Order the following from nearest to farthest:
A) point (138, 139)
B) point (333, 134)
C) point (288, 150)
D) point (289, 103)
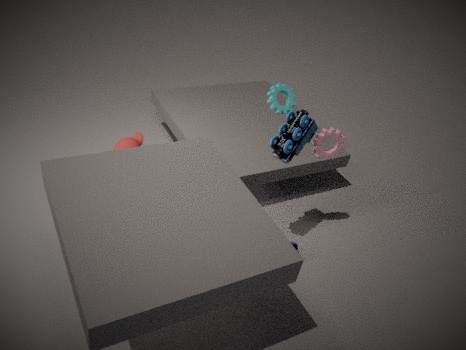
C. point (288, 150) → B. point (333, 134) → D. point (289, 103) → A. point (138, 139)
